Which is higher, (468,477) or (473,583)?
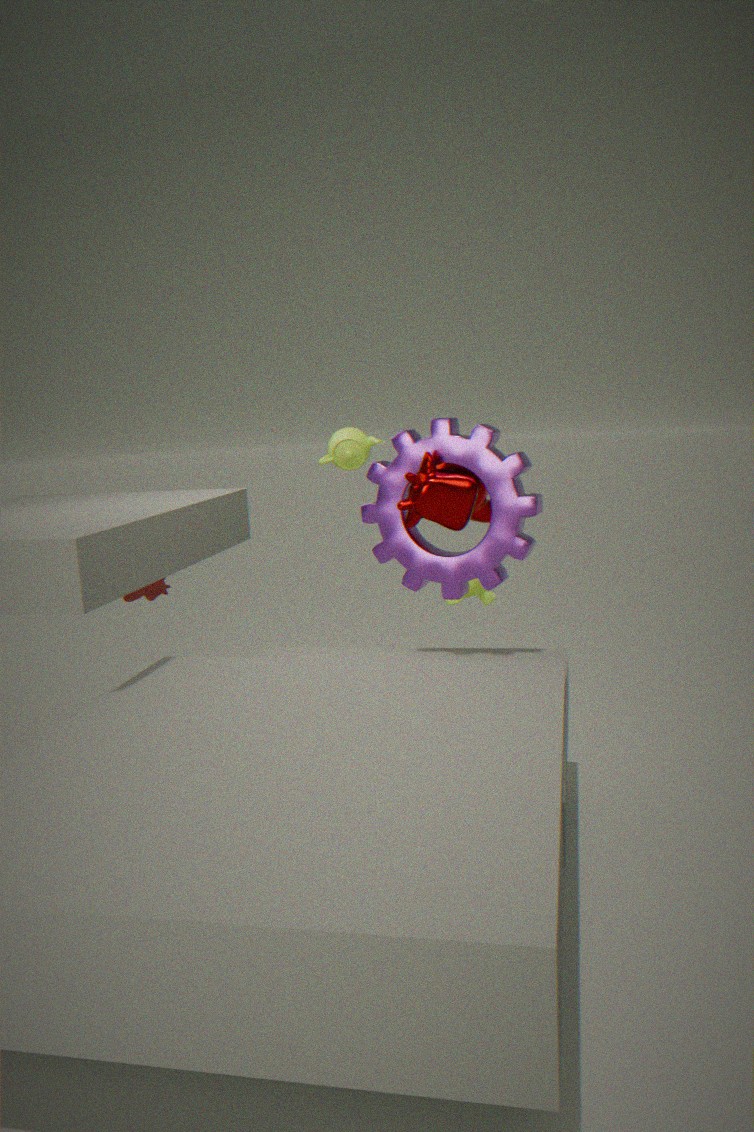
(468,477)
